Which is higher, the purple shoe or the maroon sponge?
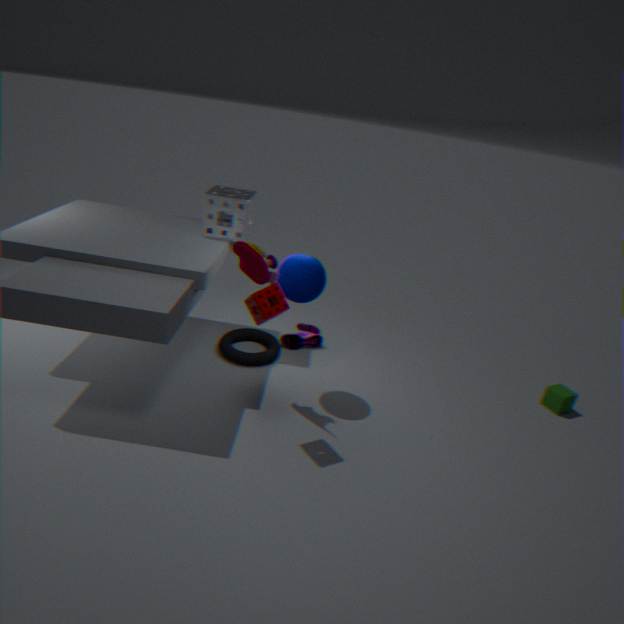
the maroon sponge
